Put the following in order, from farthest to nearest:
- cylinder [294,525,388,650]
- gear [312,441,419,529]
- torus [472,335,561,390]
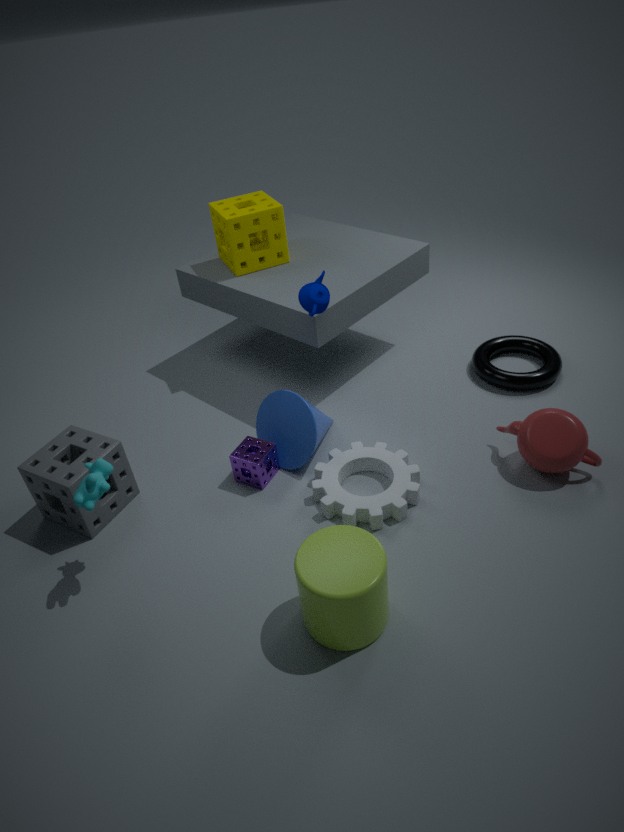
torus [472,335,561,390], gear [312,441,419,529], cylinder [294,525,388,650]
